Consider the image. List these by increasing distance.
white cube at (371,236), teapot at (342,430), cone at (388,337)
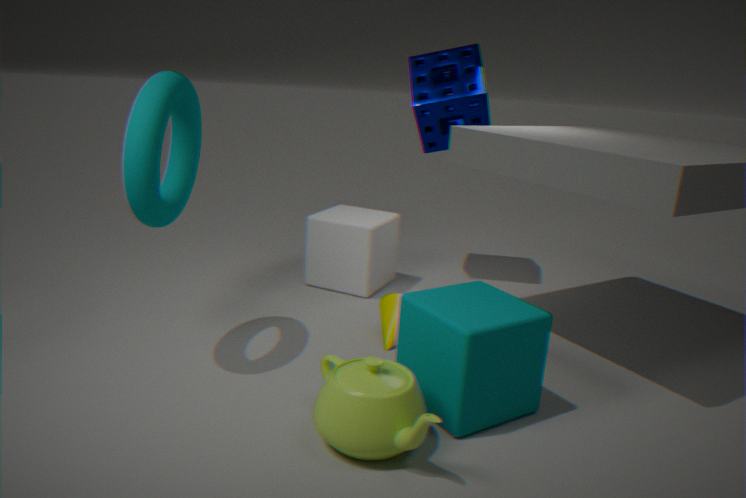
1. teapot at (342,430)
2. cone at (388,337)
3. white cube at (371,236)
